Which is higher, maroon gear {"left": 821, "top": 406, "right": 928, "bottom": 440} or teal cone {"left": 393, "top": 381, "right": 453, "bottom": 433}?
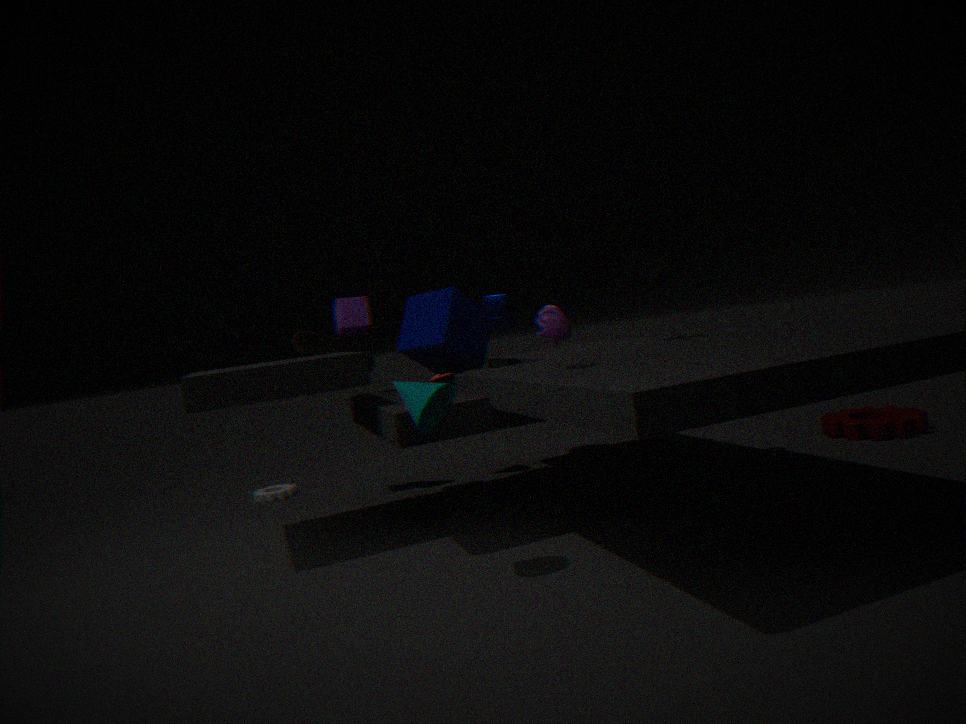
teal cone {"left": 393, "top": 381, "right": 453, "bottom": 433}
